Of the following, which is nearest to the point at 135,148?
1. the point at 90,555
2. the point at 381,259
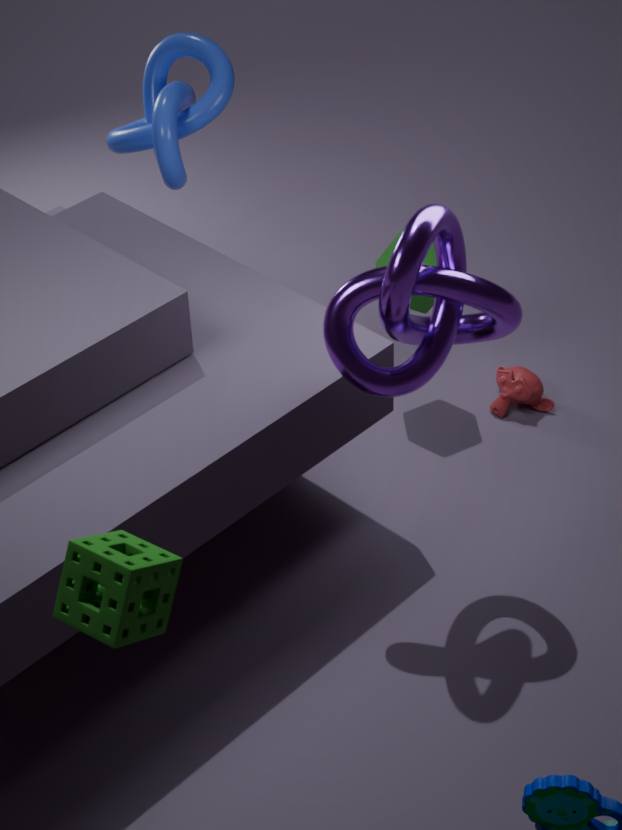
the point at 381,259
